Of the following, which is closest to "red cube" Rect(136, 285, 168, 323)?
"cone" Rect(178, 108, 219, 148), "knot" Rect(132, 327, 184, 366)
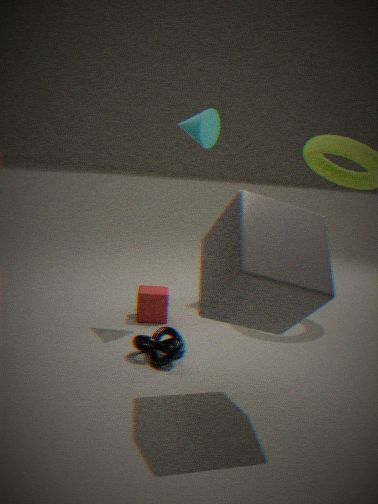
"knot" Rect(132, 327, 184, 366)
